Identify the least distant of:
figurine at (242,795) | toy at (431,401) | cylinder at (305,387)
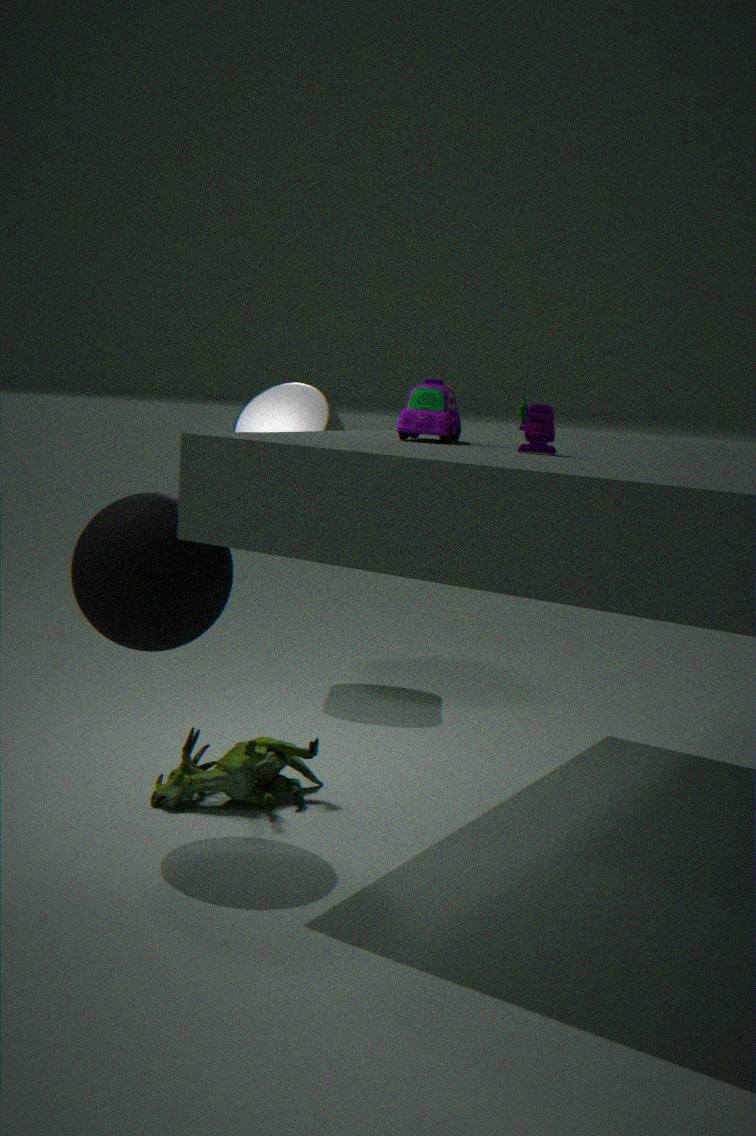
toy at (431,401)
